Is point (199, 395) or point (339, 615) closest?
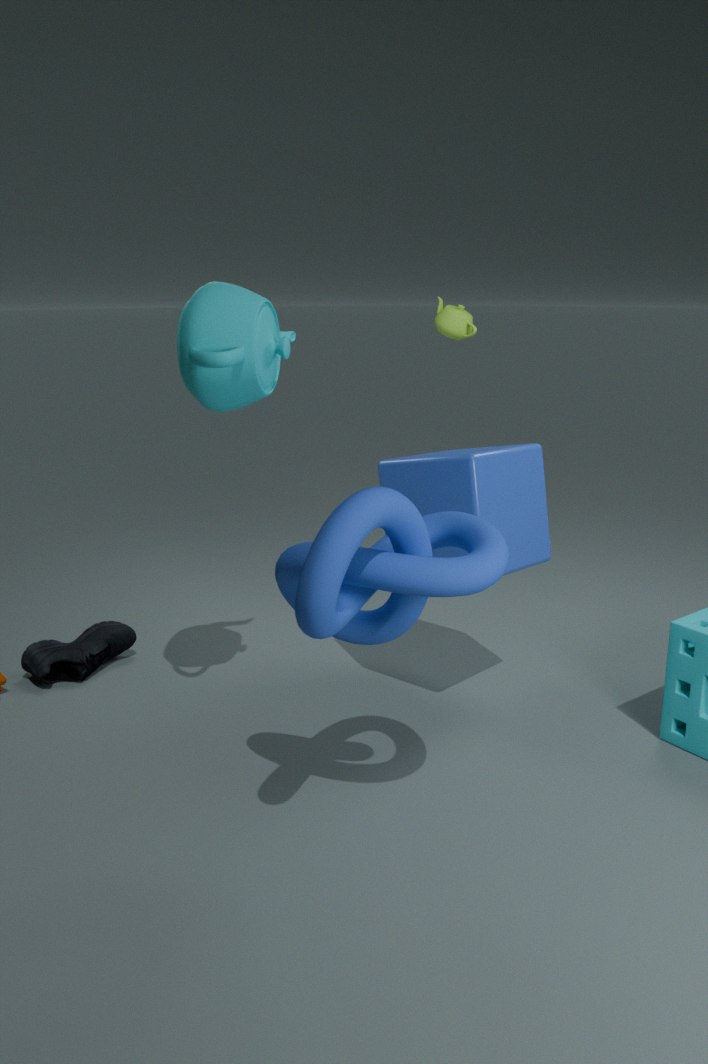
point (339, 615)
